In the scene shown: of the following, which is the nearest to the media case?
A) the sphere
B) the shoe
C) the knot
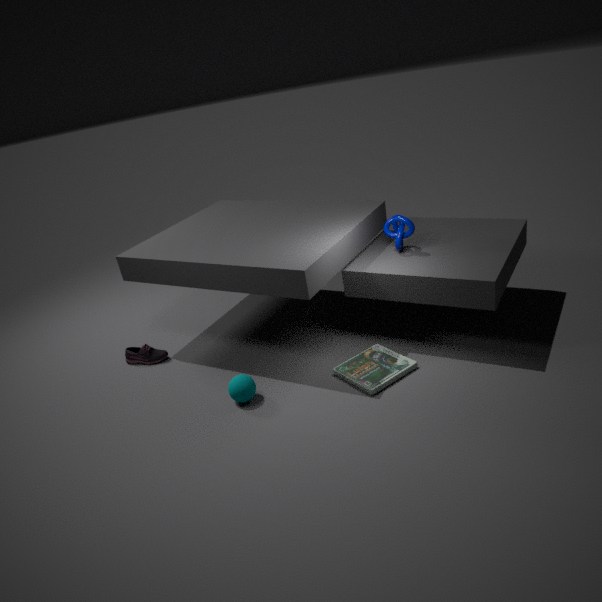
the sphere
